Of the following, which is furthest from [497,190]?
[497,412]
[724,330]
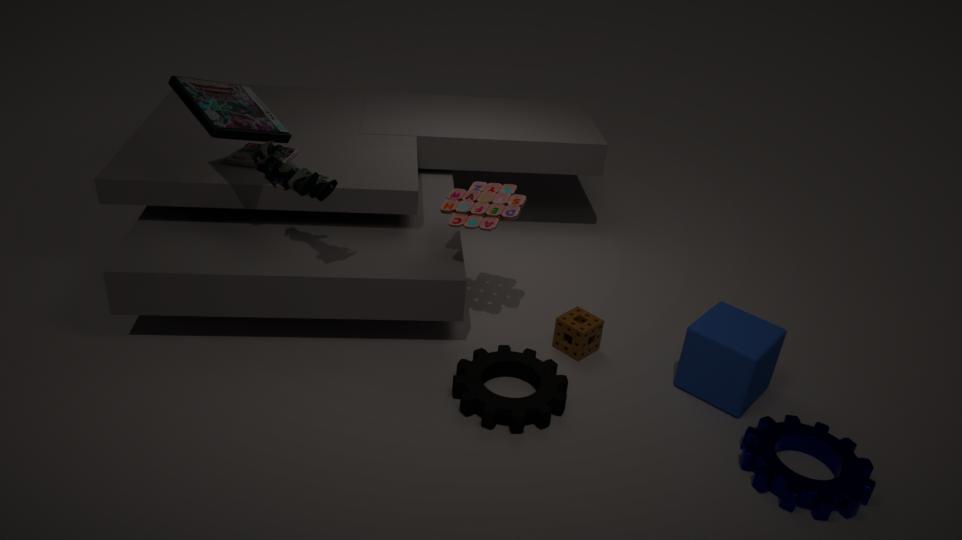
[724,330]
